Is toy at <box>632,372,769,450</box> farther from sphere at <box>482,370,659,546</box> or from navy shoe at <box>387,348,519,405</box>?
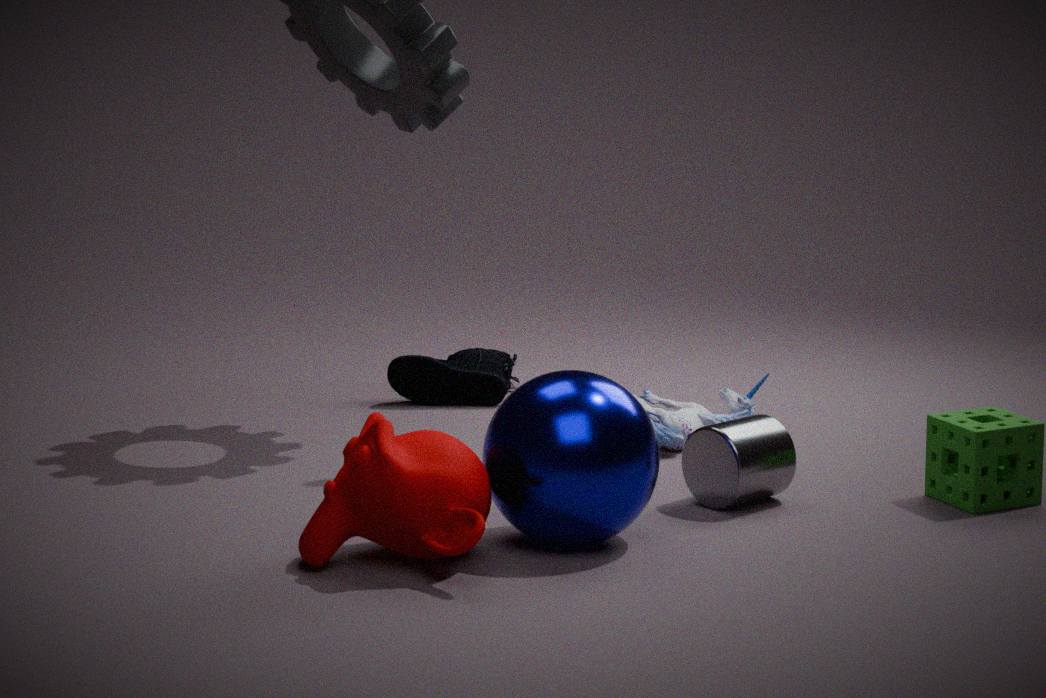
sphere at <box>482,370,659,546</box>
